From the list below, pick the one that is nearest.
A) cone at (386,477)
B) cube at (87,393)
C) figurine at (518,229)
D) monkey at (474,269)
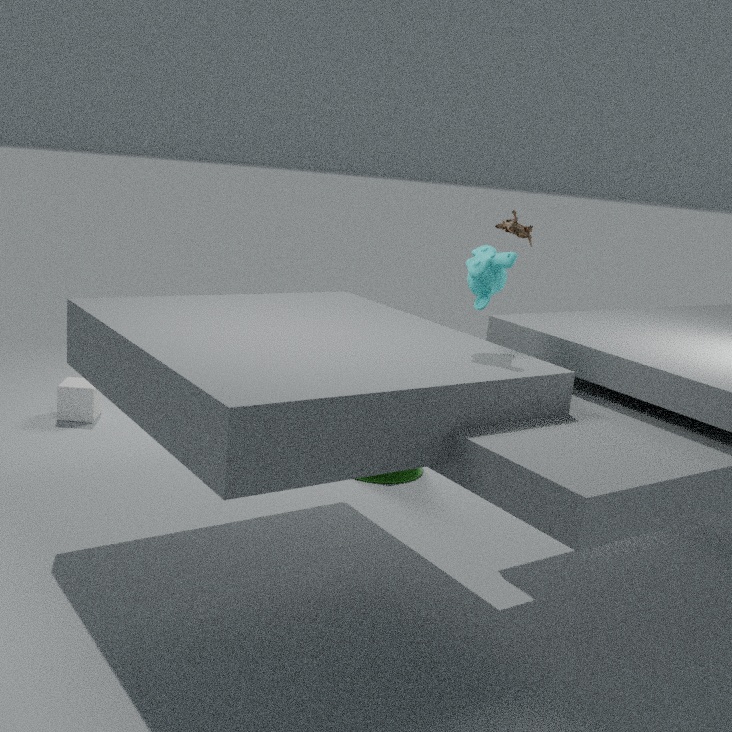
monkey at (474,269)
